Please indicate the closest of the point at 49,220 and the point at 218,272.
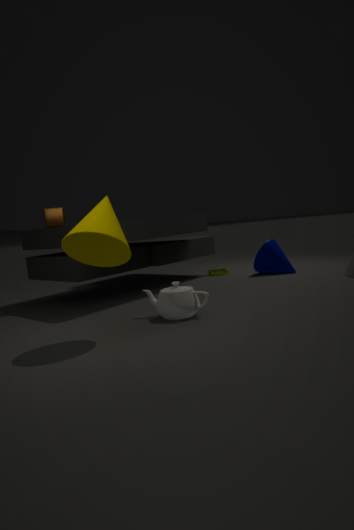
the point at 49,220
